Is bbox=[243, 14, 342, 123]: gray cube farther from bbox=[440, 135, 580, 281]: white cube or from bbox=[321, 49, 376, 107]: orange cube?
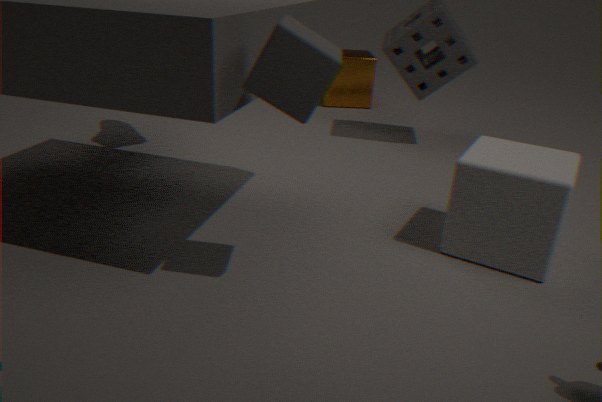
bbox=[321, 49, 376, 107]: orange cube
